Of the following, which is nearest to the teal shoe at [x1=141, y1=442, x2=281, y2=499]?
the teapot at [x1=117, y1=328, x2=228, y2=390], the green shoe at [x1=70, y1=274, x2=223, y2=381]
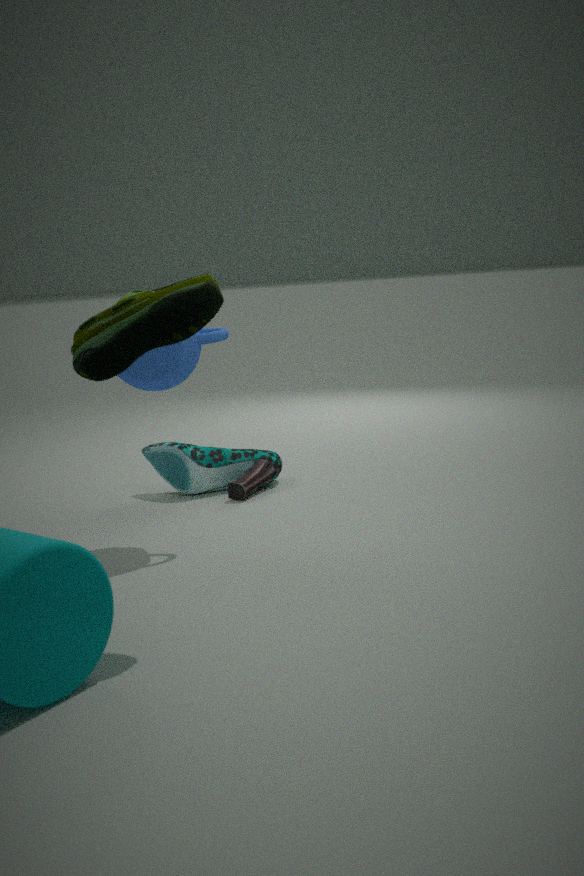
the teapot at [x1=117, y1=328, x2=228, y2=390]
